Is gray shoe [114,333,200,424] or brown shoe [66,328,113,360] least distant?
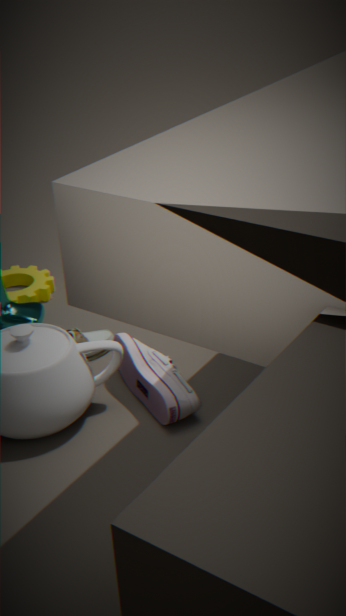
gray shoe [114,333,200,424]
